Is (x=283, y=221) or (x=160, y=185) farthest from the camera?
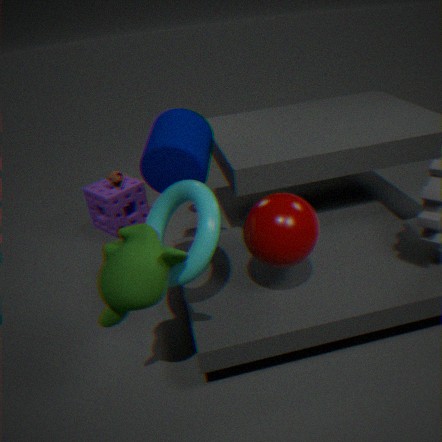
(x=160, y=185)
